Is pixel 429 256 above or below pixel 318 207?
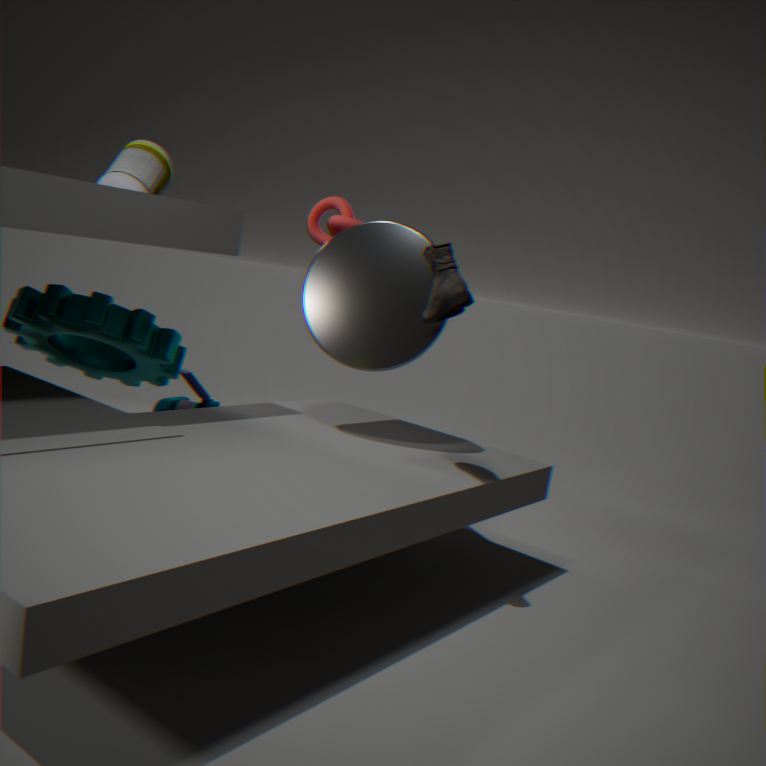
below
